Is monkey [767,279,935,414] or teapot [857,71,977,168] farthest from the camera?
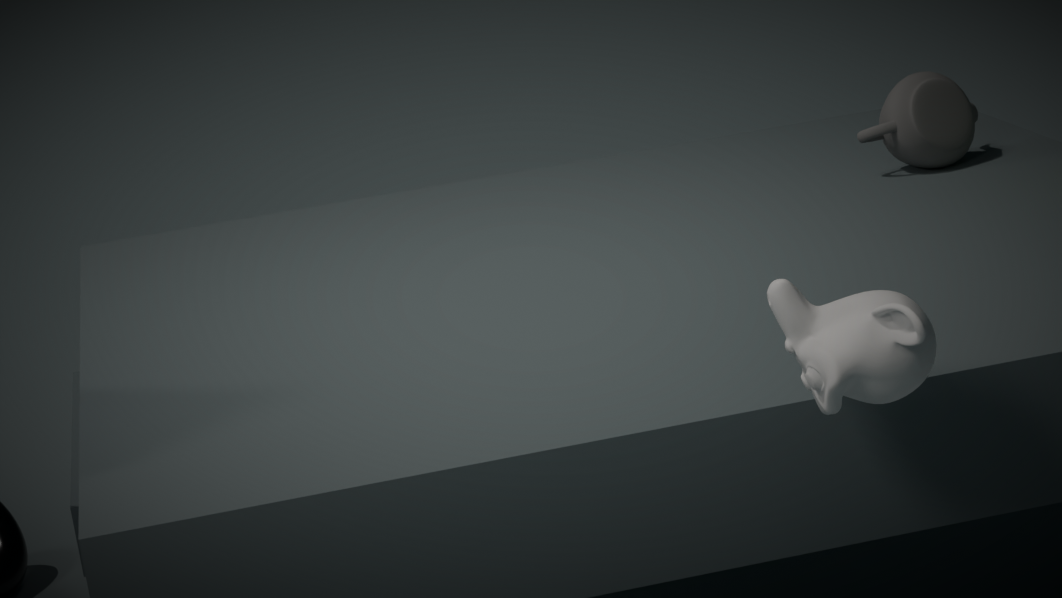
teapot [857,71,977,168]
